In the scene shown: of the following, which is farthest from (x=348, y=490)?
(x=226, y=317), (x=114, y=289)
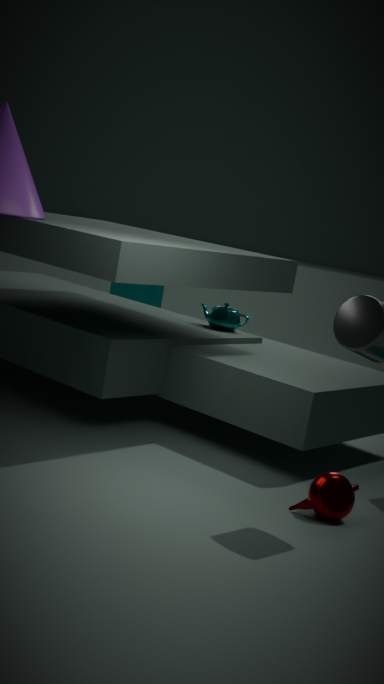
(x=114, y=289)
